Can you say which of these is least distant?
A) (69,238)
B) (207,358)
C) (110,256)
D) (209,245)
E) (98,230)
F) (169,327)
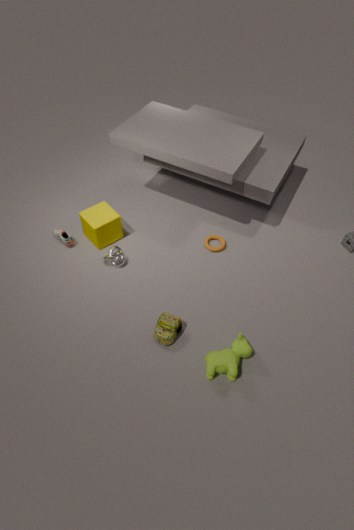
B. (207,358)
